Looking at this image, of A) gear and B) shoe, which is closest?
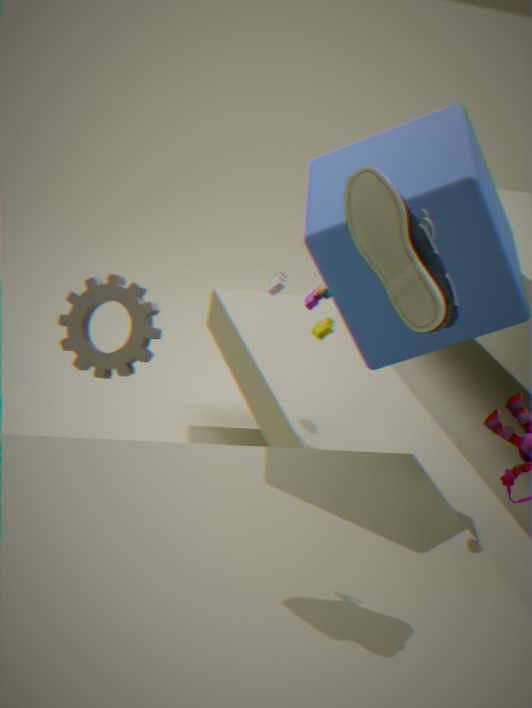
B. shoe
